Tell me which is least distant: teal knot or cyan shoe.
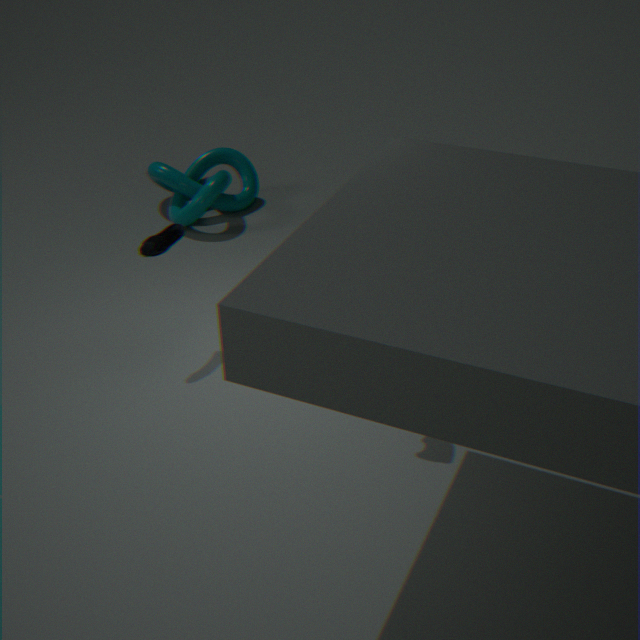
cyan shoe
